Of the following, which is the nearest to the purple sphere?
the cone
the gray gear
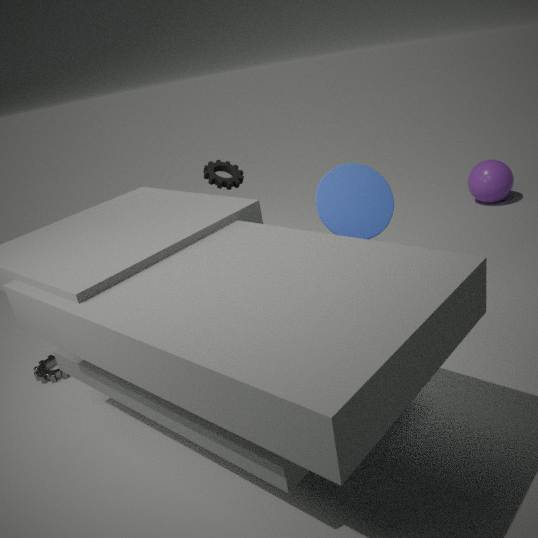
the cone
